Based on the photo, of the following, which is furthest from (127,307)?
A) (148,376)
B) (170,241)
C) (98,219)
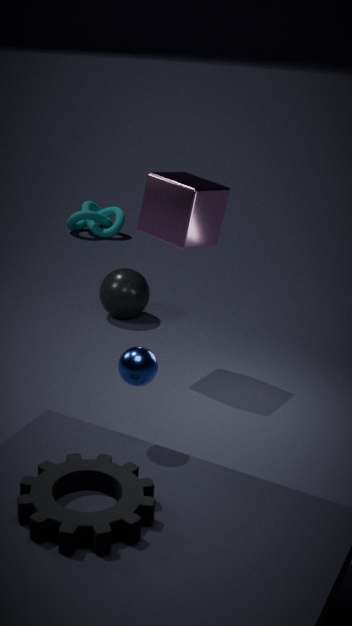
(148,376)
